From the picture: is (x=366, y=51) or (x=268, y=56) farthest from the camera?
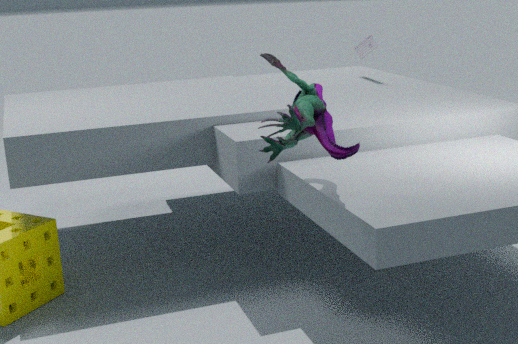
(x=366, y=51)
